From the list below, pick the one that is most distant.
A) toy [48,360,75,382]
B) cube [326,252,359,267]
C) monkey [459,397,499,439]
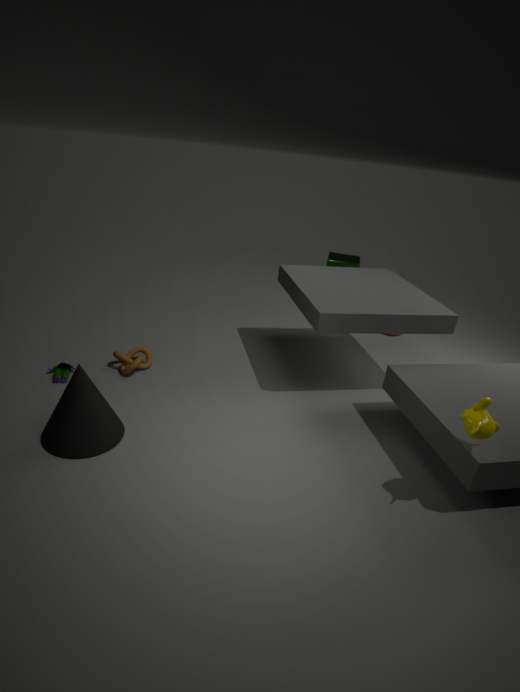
cube [326,252,359,267]
